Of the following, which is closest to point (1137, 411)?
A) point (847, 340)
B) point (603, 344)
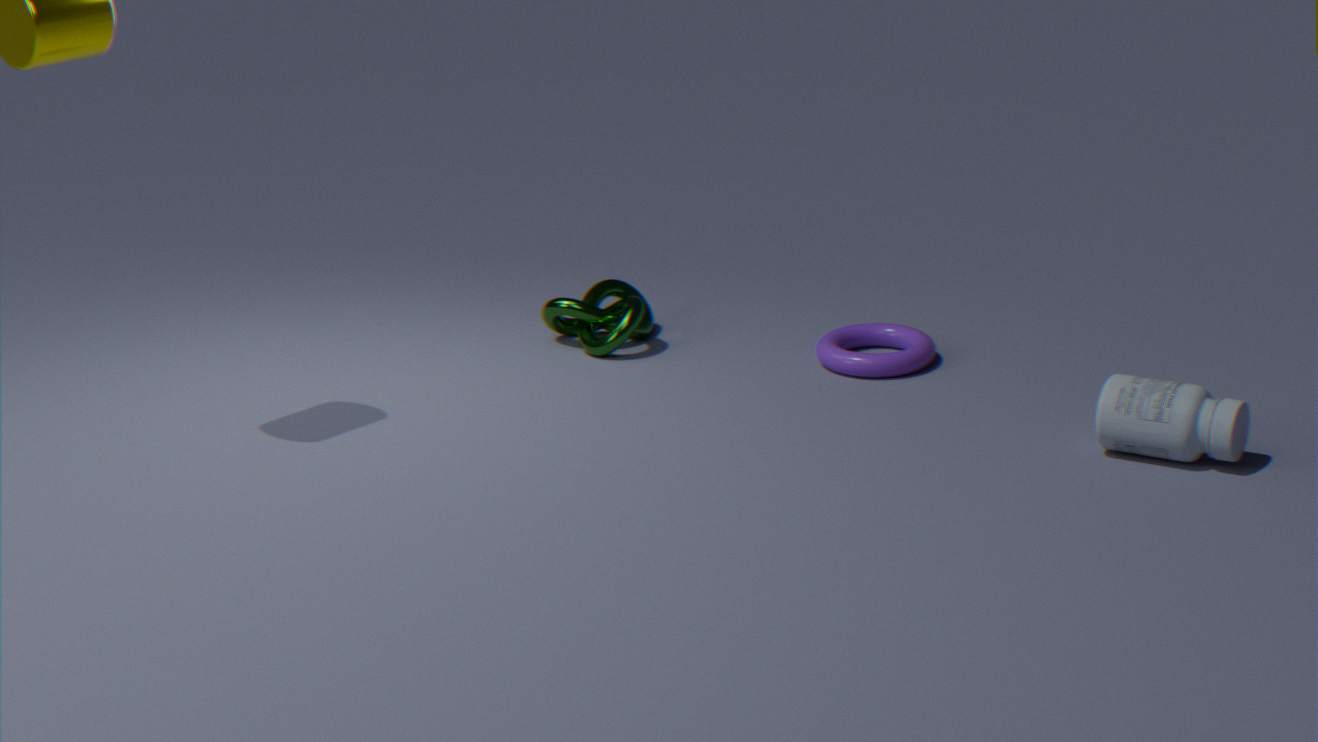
point (847, 340)
